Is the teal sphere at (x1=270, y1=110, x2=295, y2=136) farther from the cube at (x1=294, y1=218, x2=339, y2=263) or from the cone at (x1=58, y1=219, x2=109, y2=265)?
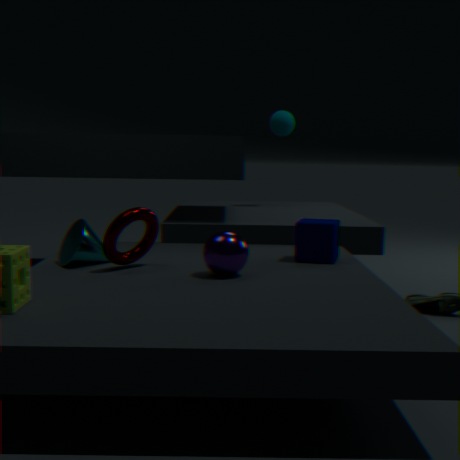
the cone at (x1=58, y1=219, x2=109, y2=265)
